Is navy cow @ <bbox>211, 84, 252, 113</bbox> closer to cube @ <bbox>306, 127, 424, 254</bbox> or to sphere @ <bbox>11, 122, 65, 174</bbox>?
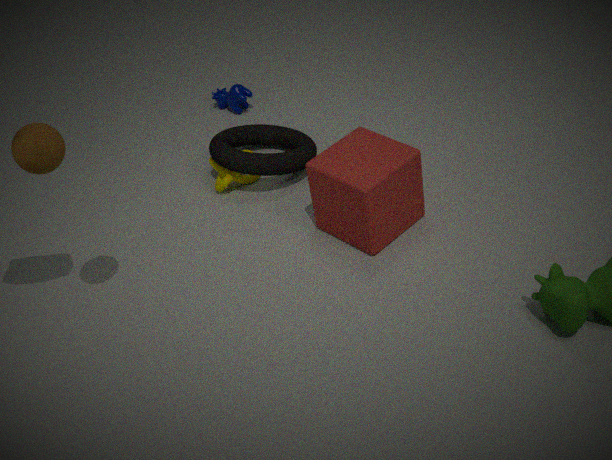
cube @ <bbox>306, 127, 424, 254</bbox>
